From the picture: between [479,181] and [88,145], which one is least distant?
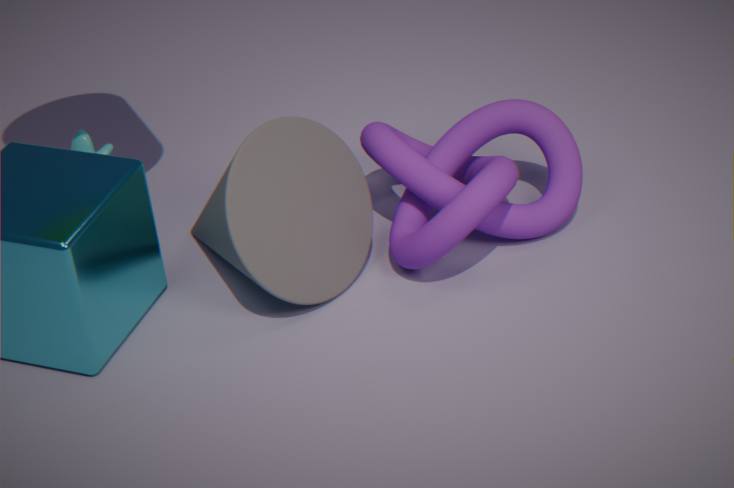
[479,181]
